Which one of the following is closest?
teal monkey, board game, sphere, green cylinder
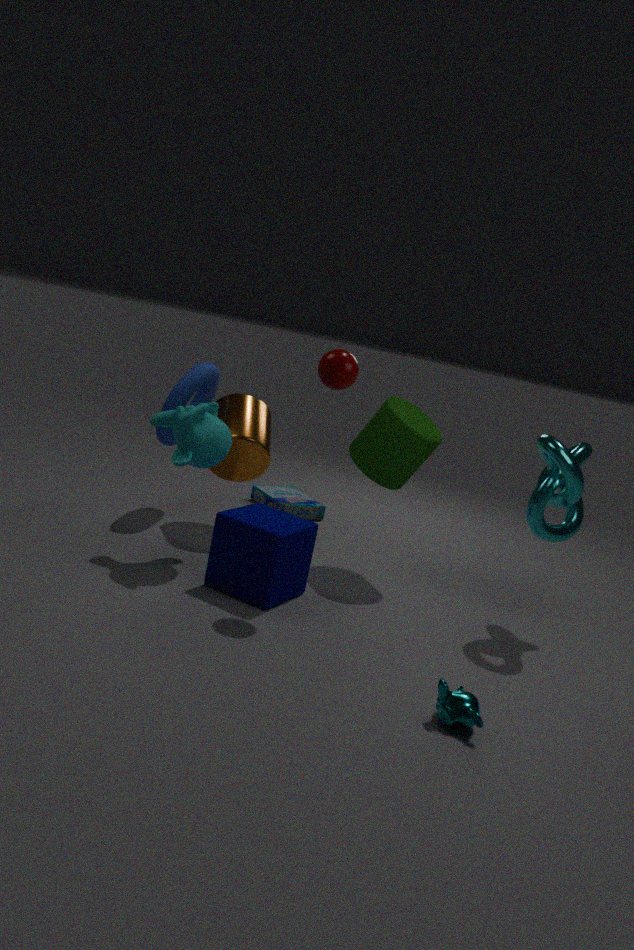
teal monkey
